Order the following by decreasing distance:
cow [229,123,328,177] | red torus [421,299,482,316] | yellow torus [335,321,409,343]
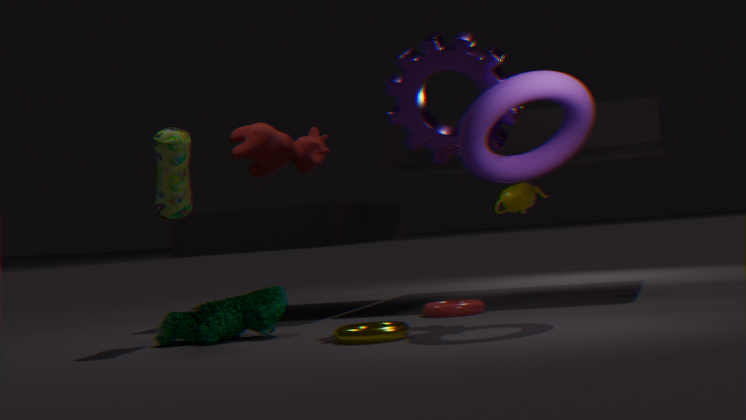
cow [229,123,328,177], red torus [421,299,482,316], yellow torus [335,321,409,343]
